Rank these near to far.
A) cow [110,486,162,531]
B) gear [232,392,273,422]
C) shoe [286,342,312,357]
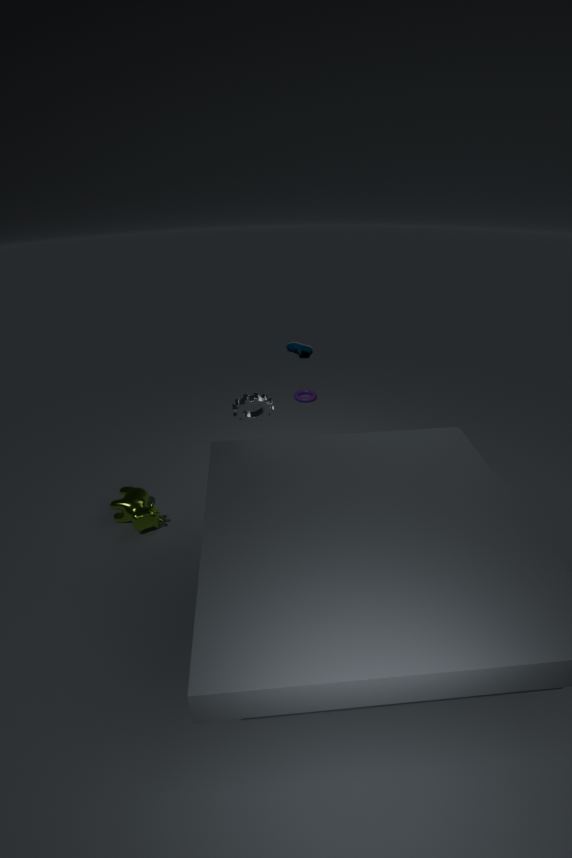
gear [232,392,273,422], cow [110,486,162,531], shoe [286,342,312,357]
